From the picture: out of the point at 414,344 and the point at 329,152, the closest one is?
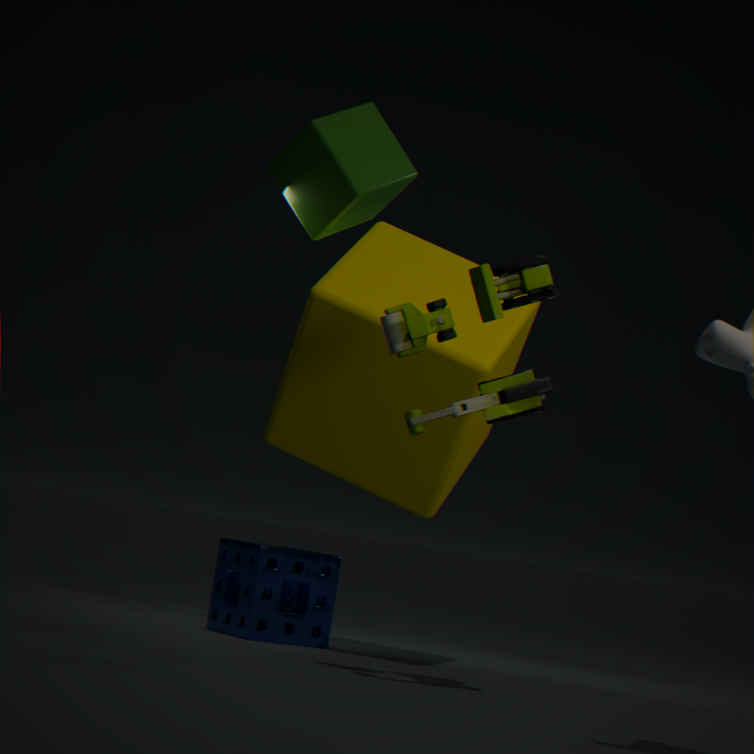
the point at 414,344
